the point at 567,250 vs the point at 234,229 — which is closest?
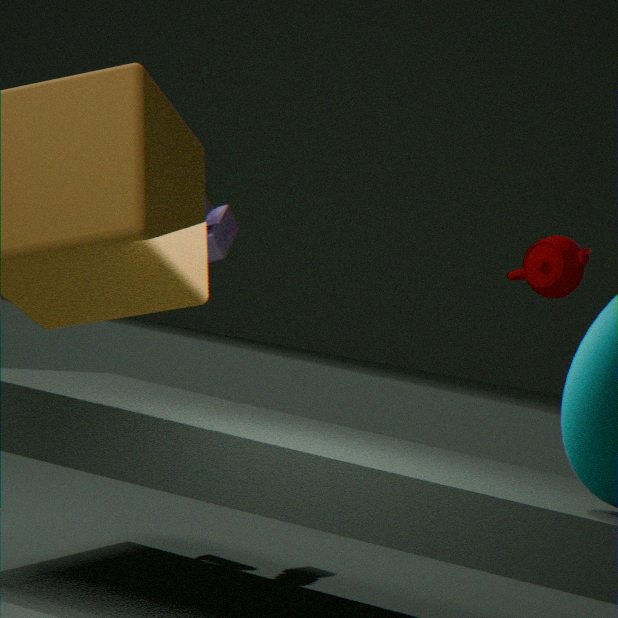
the point at 567,250
